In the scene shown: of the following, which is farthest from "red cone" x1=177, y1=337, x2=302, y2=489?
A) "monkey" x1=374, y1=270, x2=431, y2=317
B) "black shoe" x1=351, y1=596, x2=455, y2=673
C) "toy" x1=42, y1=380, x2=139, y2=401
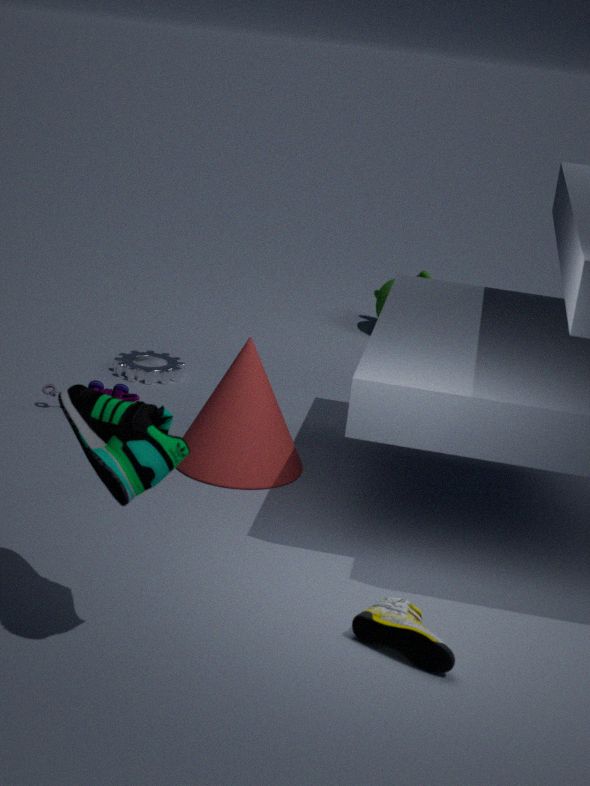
"monkey" x1=374, y1=270, x2=431, y2=317
